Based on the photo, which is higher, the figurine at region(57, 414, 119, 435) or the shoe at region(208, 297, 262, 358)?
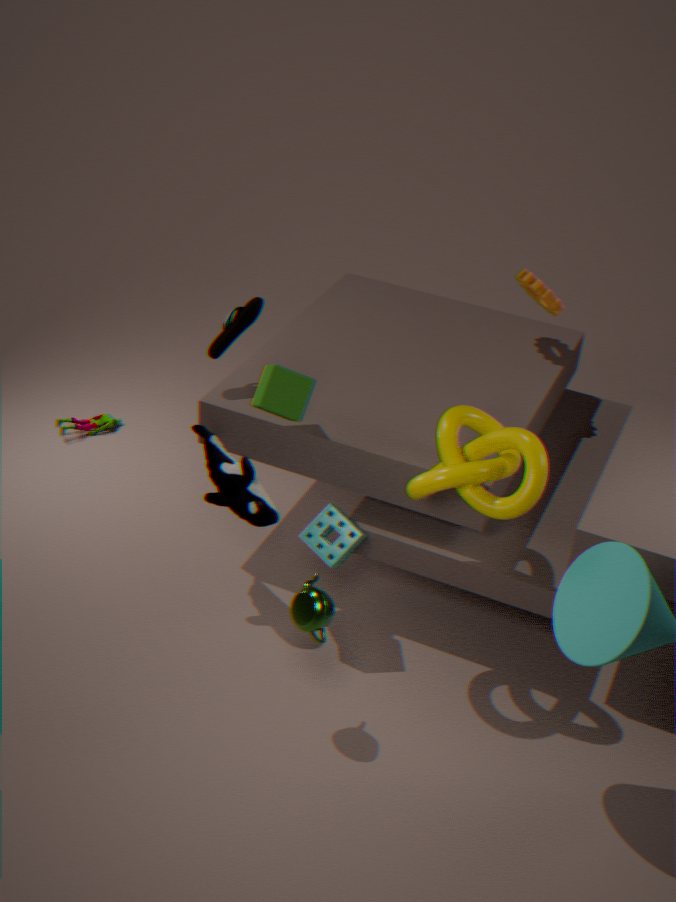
the shoe at region(208, 297, 262, 358)
